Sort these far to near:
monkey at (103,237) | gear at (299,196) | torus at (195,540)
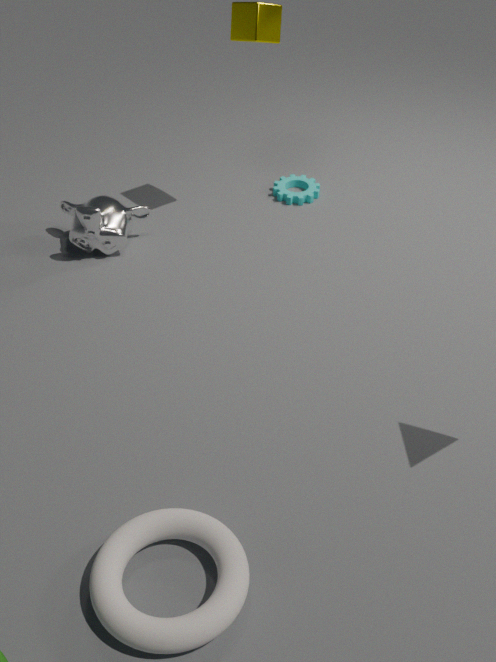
gear at (299,196) < monkey at (103,237) < torus at (195,540)
